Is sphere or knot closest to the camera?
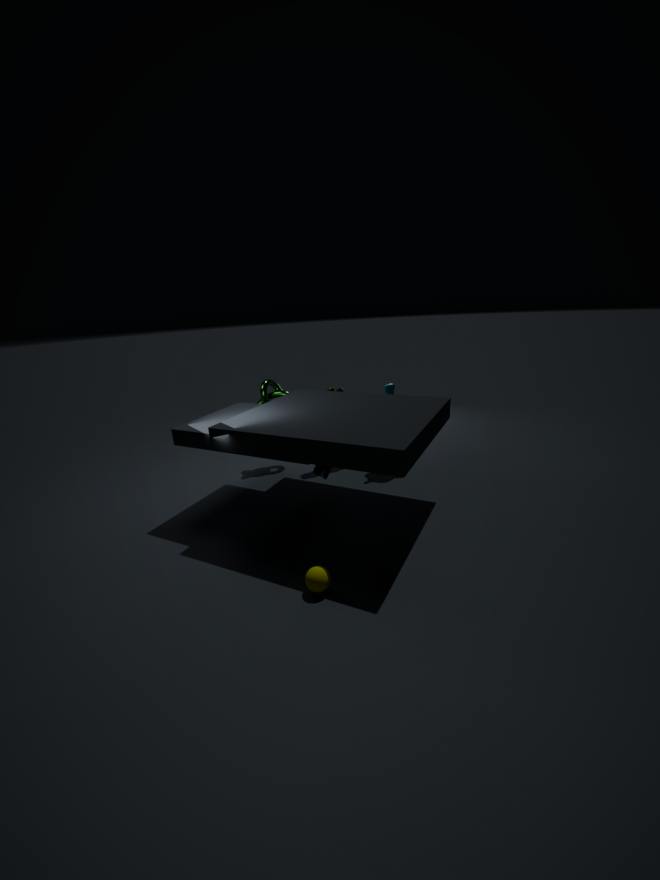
sphere
